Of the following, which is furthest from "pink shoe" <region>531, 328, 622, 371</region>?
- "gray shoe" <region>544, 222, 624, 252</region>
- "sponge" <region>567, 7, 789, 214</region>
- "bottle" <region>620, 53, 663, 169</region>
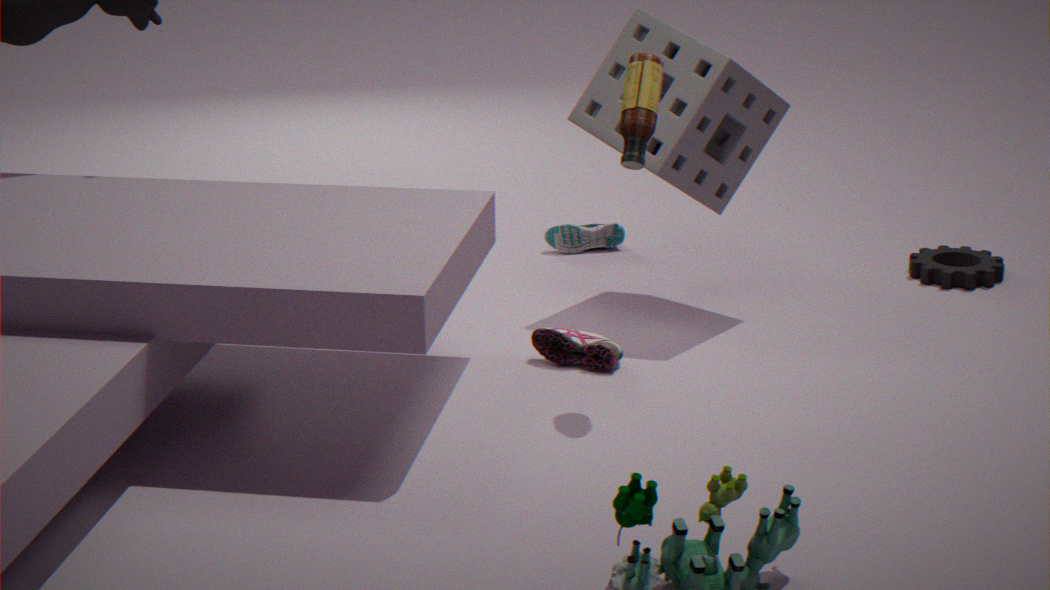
"gray shoe" <region>544, 222, 624, 252</region>
